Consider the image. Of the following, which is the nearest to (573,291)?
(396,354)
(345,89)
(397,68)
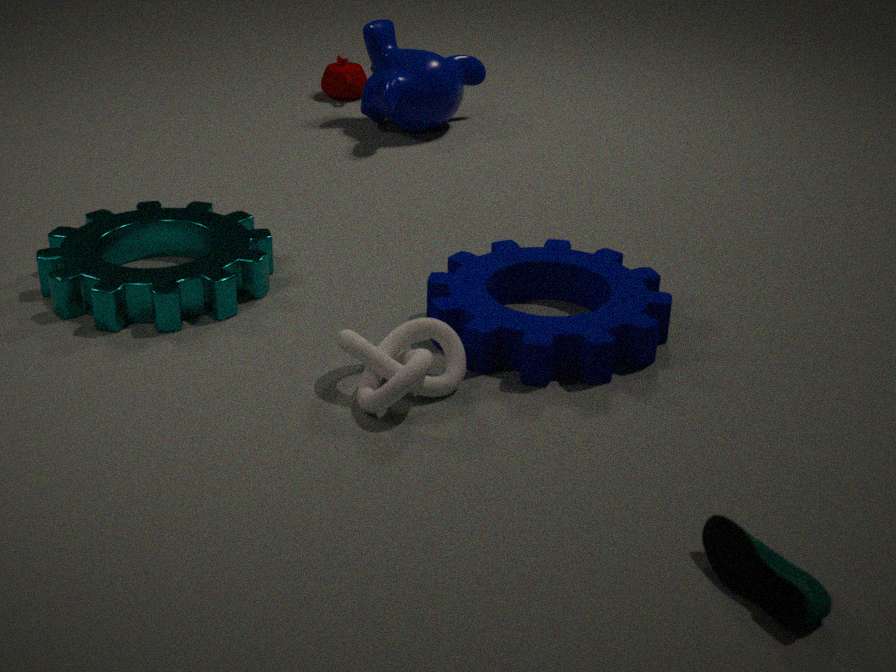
(396,354)
